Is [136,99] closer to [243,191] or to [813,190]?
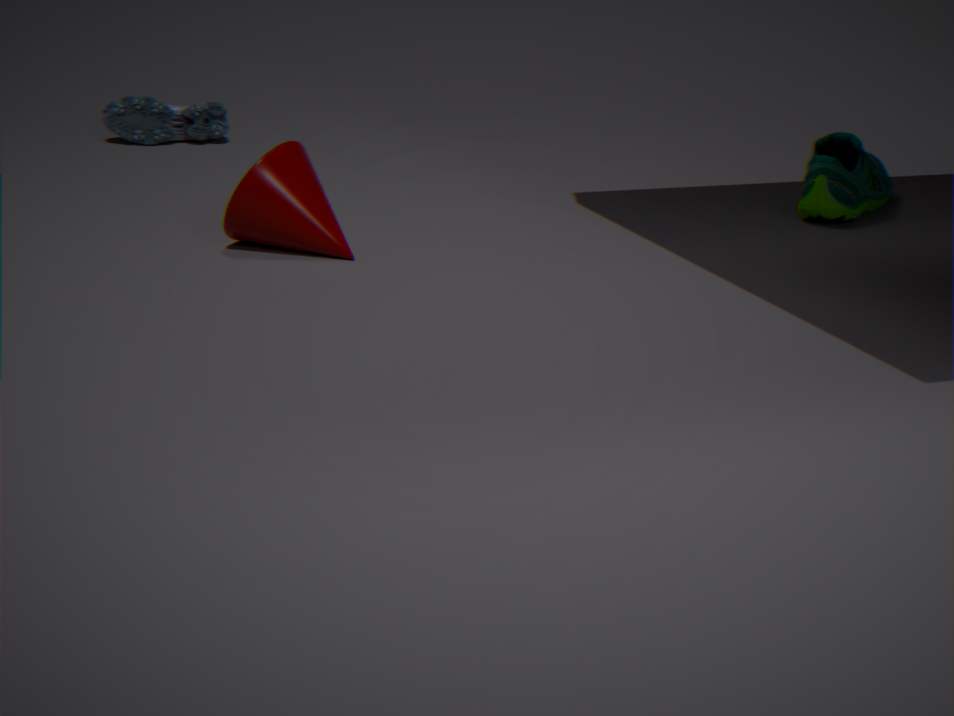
[243,191]
